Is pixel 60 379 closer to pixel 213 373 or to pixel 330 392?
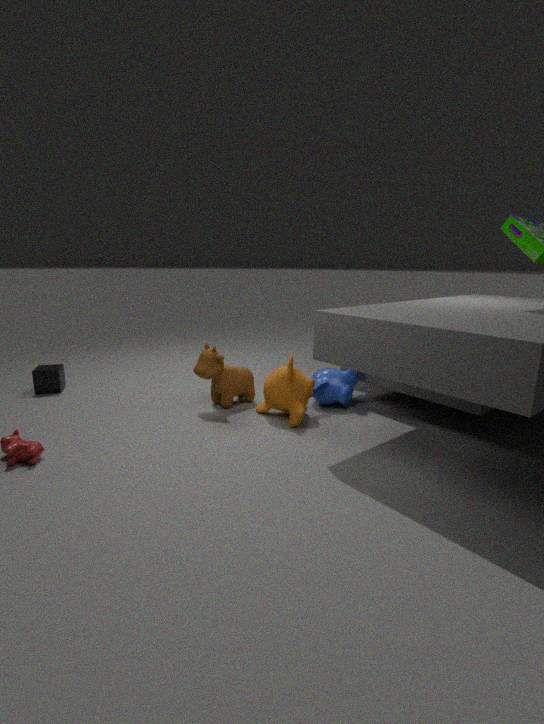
pixel 213 373
